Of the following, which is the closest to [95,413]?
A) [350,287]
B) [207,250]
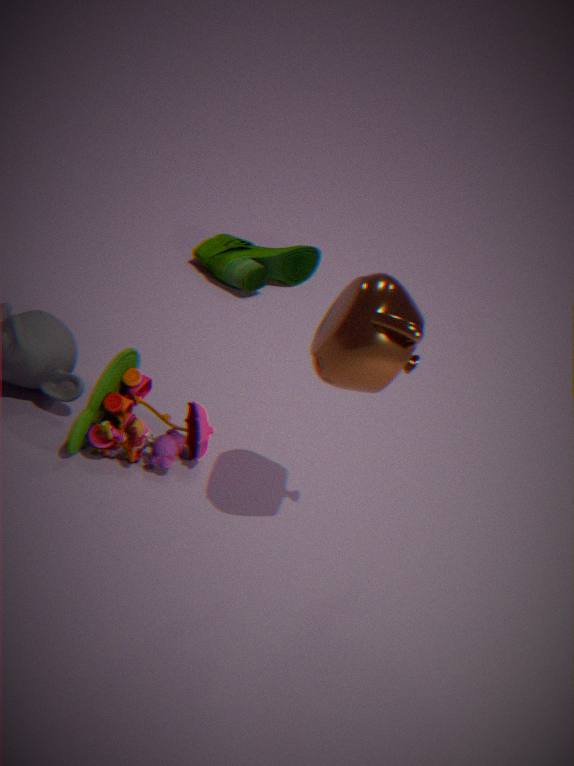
[350,287]
